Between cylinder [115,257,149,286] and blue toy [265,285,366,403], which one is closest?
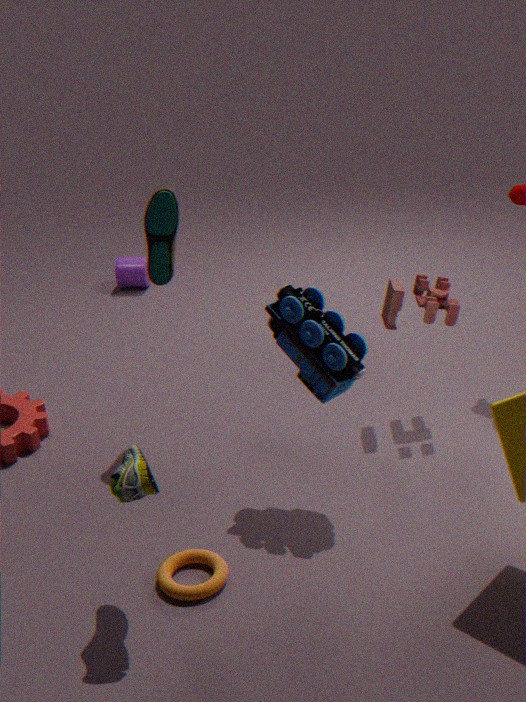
blue toy [265,285,366,403]
